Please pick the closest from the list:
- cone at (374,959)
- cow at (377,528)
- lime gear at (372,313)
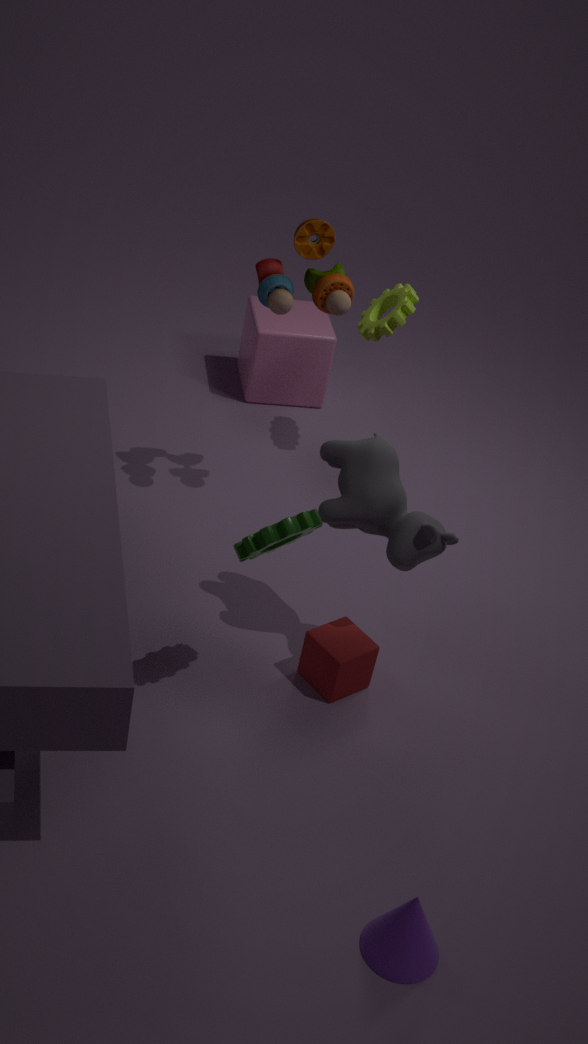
cone at (374,959)
